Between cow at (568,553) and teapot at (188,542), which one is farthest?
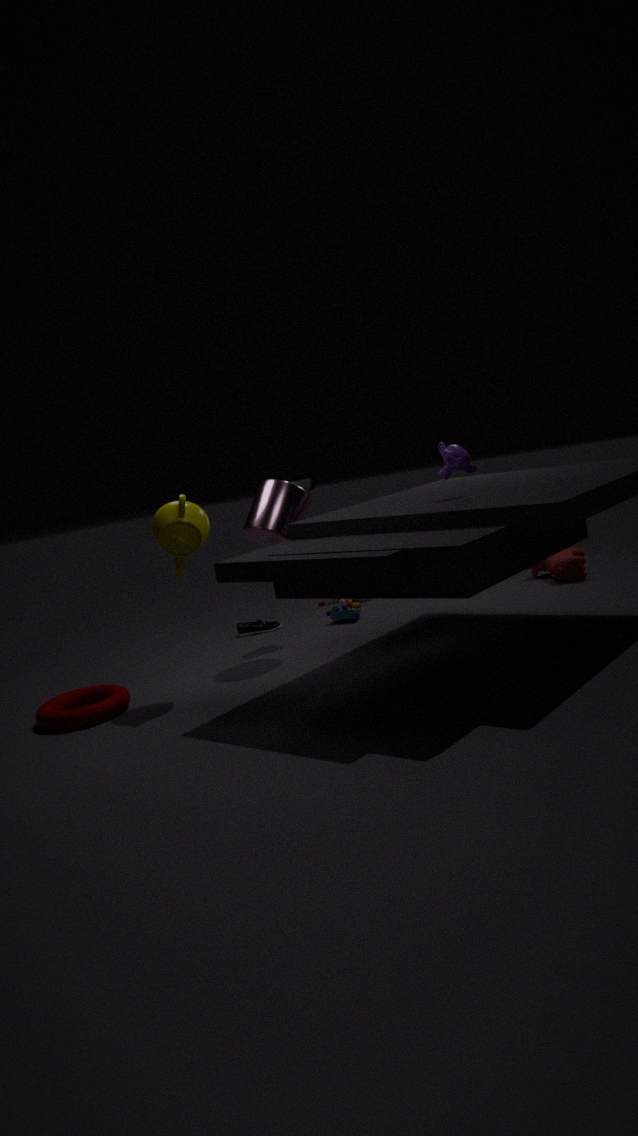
cow at (568,553)
